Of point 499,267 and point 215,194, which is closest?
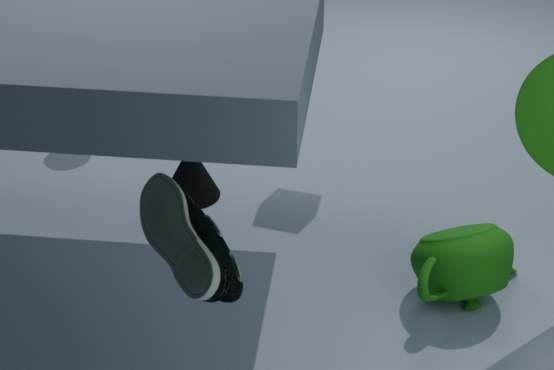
point 499,267
